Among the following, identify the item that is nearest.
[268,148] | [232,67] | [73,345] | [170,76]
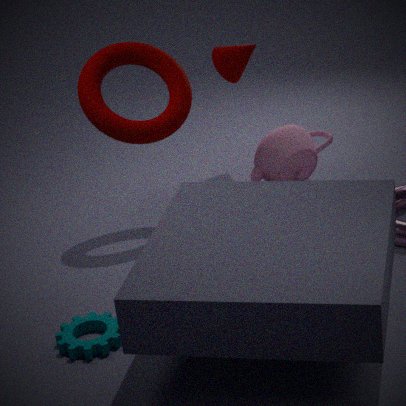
[73,345]
